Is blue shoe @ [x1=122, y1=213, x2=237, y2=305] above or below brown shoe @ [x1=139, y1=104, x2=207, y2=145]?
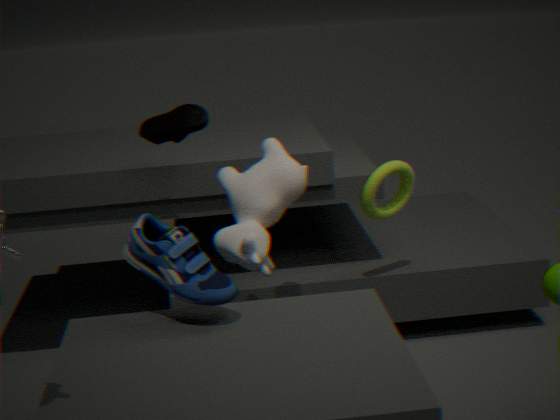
below
